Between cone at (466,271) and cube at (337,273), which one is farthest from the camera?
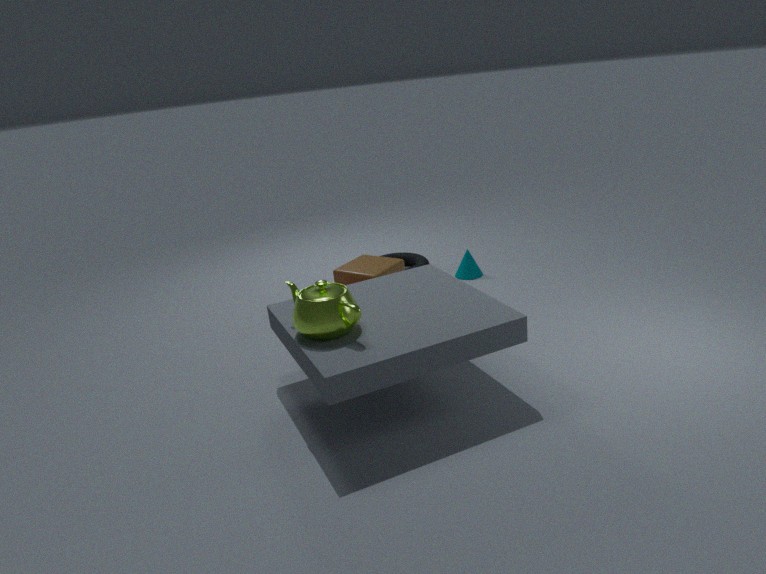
cone at (466,271)
